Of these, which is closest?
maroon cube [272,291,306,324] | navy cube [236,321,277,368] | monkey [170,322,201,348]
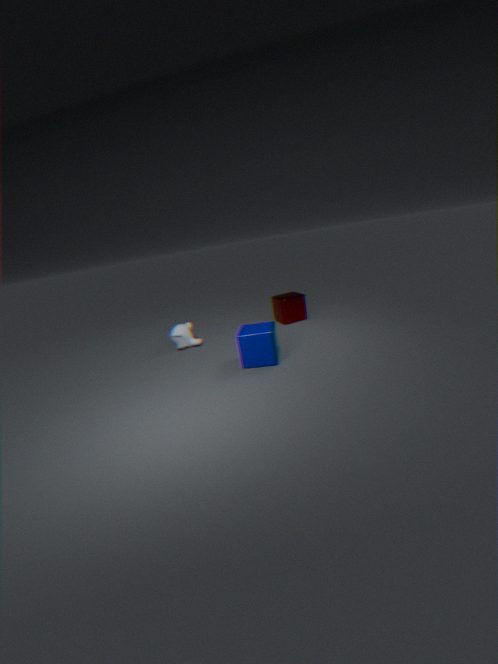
navy cube [236,321,277,368]
